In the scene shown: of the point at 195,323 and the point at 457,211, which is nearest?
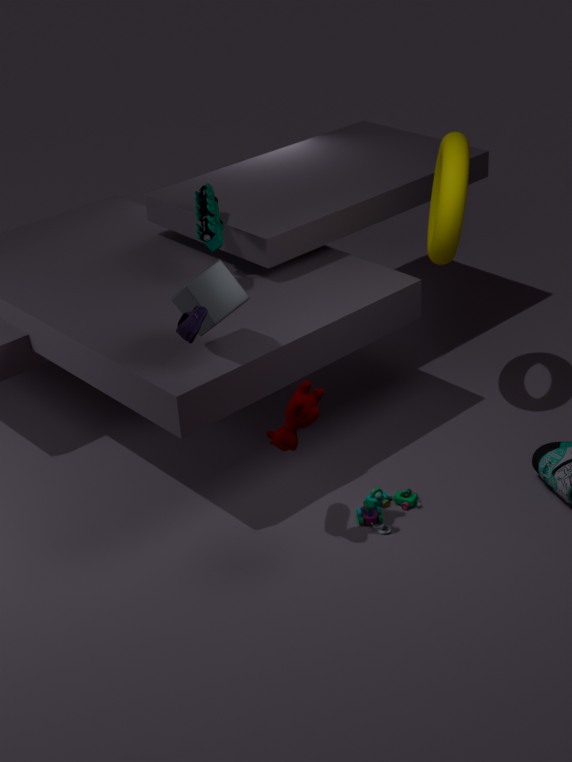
the point at 195,323
